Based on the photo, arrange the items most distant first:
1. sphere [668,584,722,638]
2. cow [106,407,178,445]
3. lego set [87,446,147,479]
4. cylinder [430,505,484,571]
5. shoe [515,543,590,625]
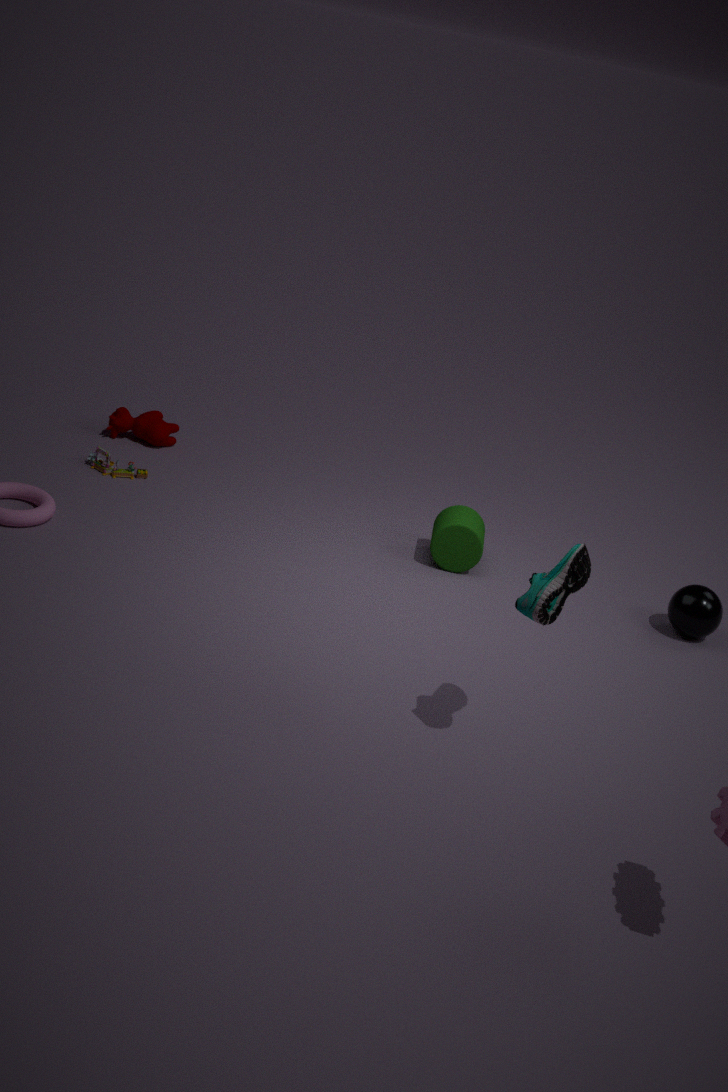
cow [106,407,178,445] < lego set [87,446,147,479] < cylinder [430,505,484,571] < sphere [668,584,722,638] < shoe [515,543,590,625]
